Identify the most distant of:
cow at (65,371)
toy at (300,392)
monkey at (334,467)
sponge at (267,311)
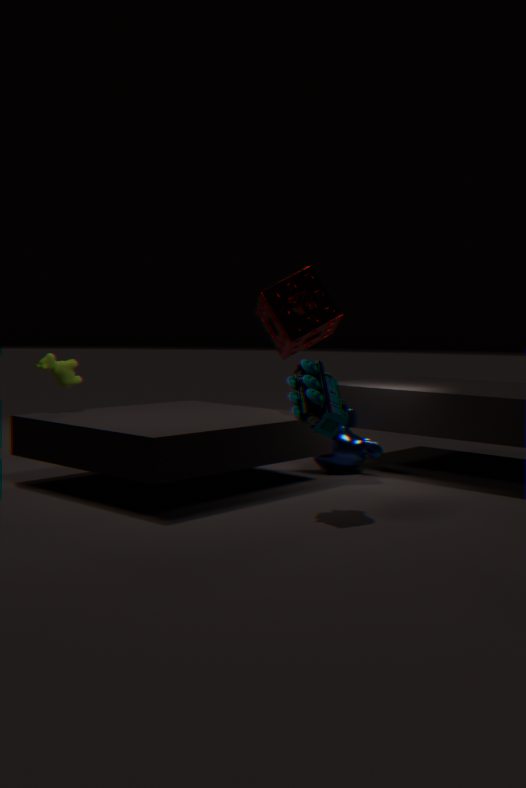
sponge at (267,311)
